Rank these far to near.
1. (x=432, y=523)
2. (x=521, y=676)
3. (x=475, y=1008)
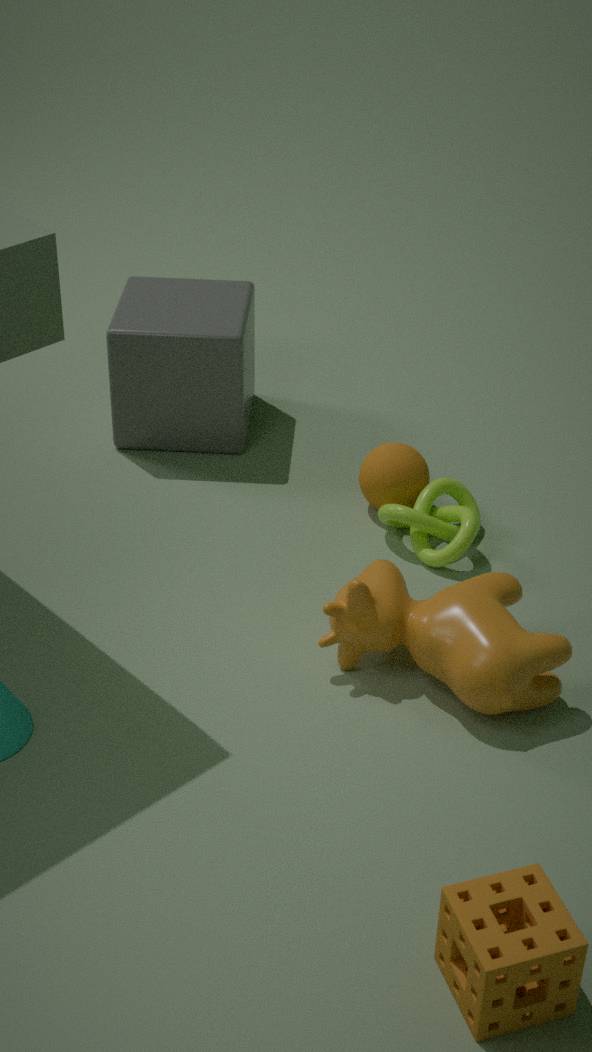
(x=432, y=523) → (x=521, y=676) → (x=475, y=1008)
